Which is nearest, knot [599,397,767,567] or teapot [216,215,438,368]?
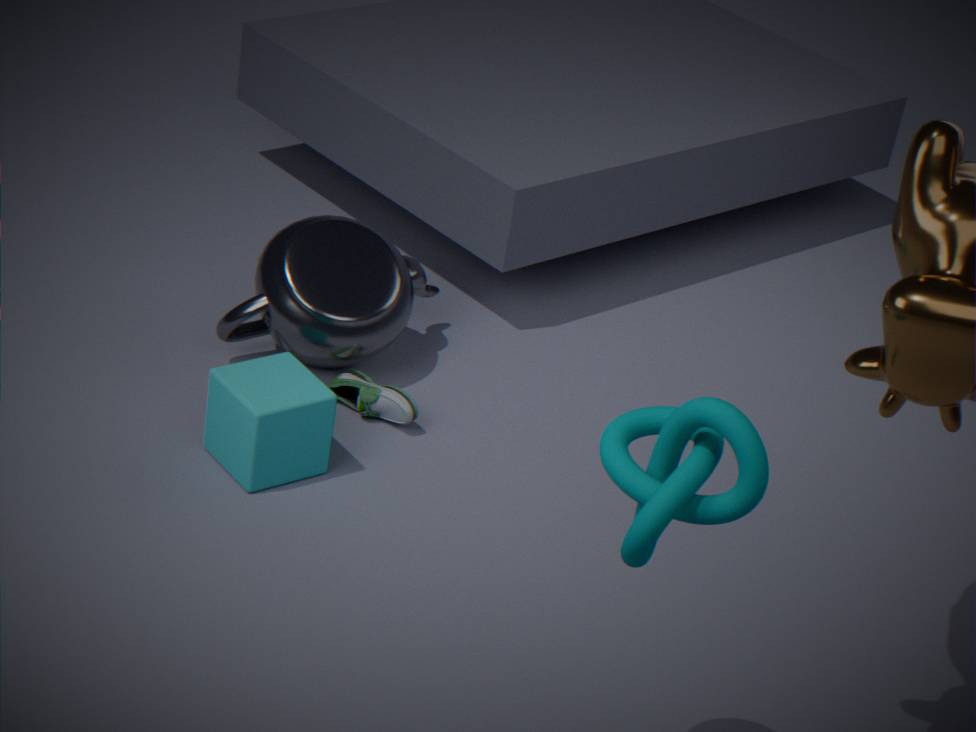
knot [599,397,767,567]
